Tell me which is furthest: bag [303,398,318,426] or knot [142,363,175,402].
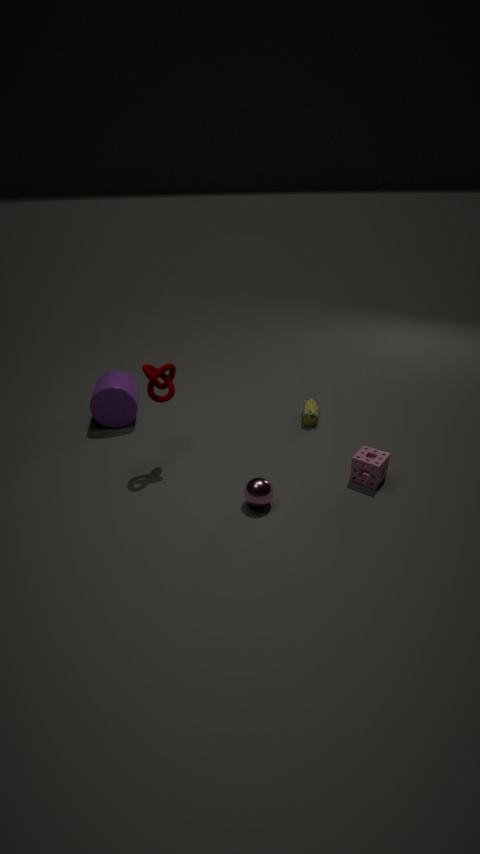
bag [303,398,318,426]
